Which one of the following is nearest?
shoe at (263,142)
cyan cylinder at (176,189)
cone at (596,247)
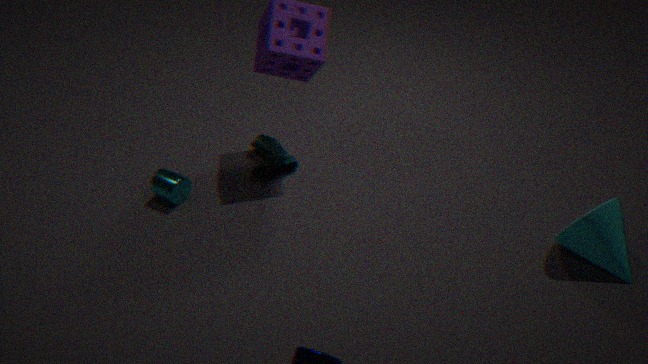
cone at (596,247)
